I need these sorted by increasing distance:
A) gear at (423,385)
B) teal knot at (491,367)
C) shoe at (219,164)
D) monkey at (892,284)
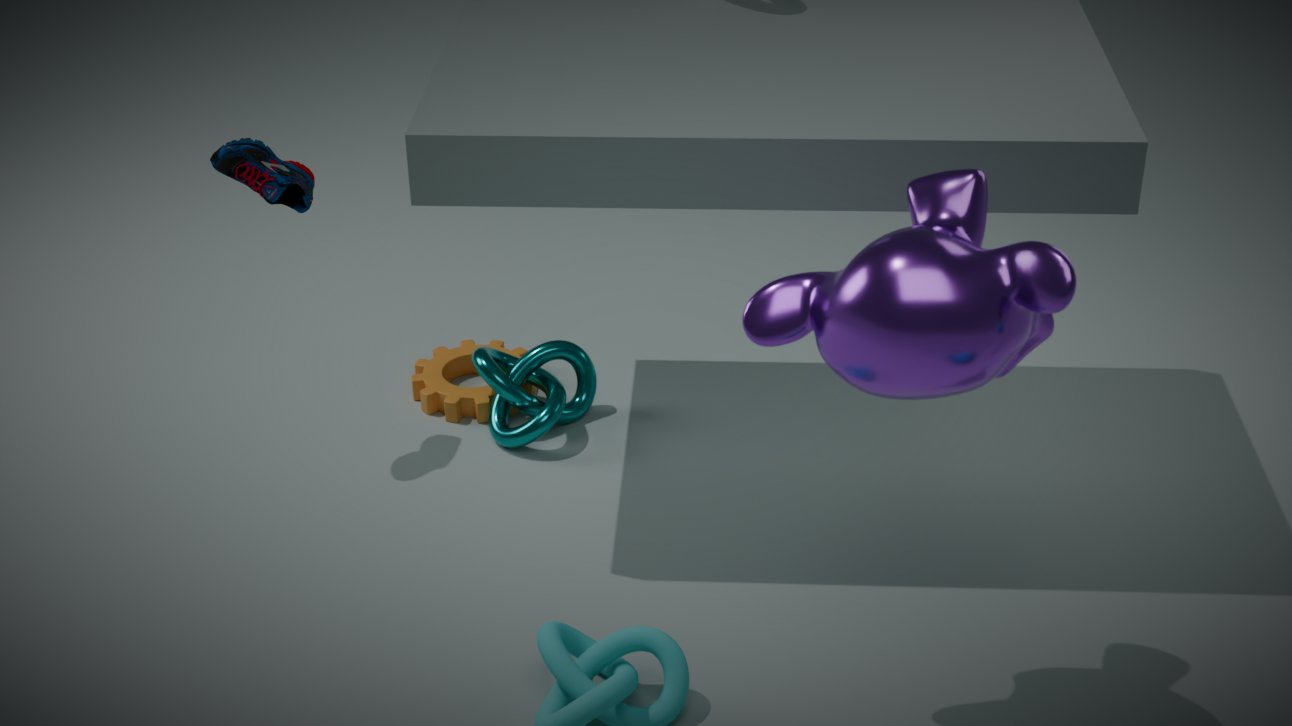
1. monkey at (892,284)
2. shoe at (219,164)
3. teal knot at (491,367)
4. gear at (423,385)
